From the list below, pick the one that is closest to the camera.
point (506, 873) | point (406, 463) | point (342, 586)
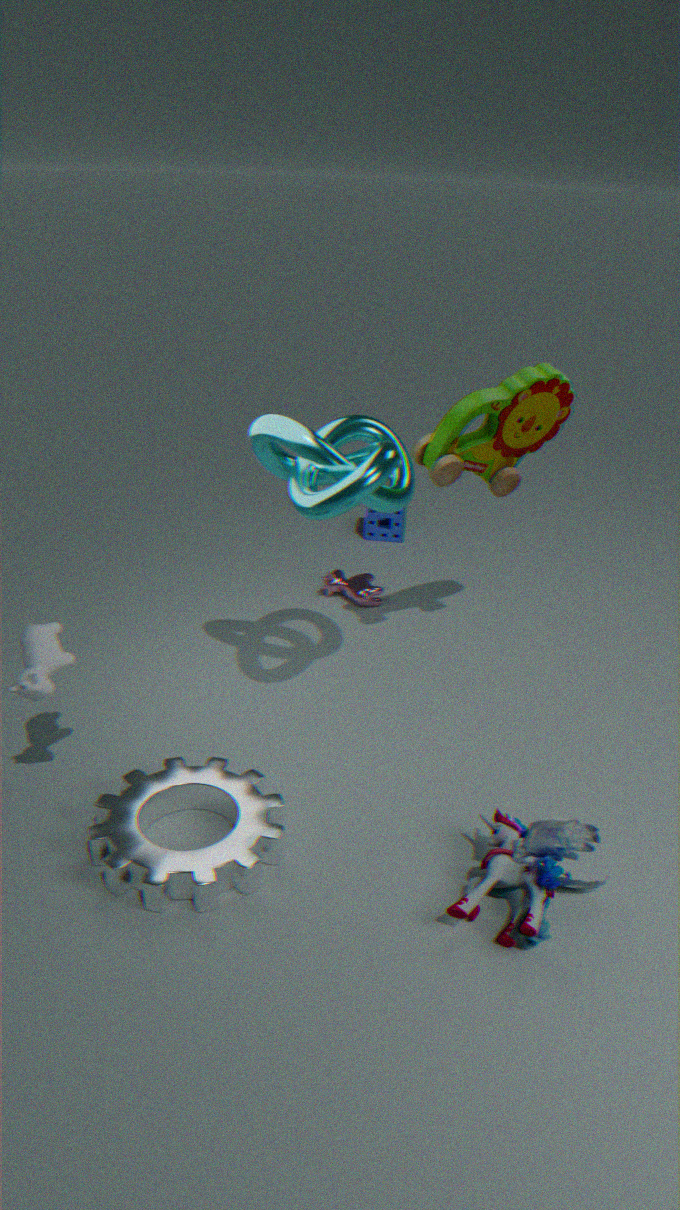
point (506, 873)
